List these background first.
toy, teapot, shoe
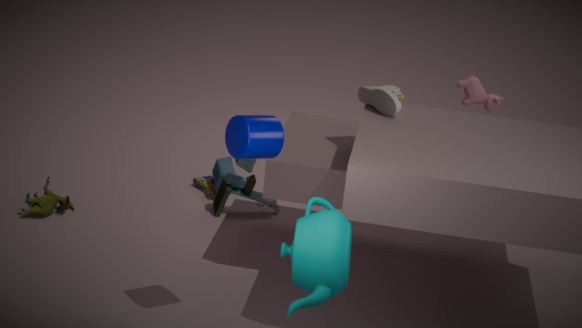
1. toy
2. shoe
3. teapot
